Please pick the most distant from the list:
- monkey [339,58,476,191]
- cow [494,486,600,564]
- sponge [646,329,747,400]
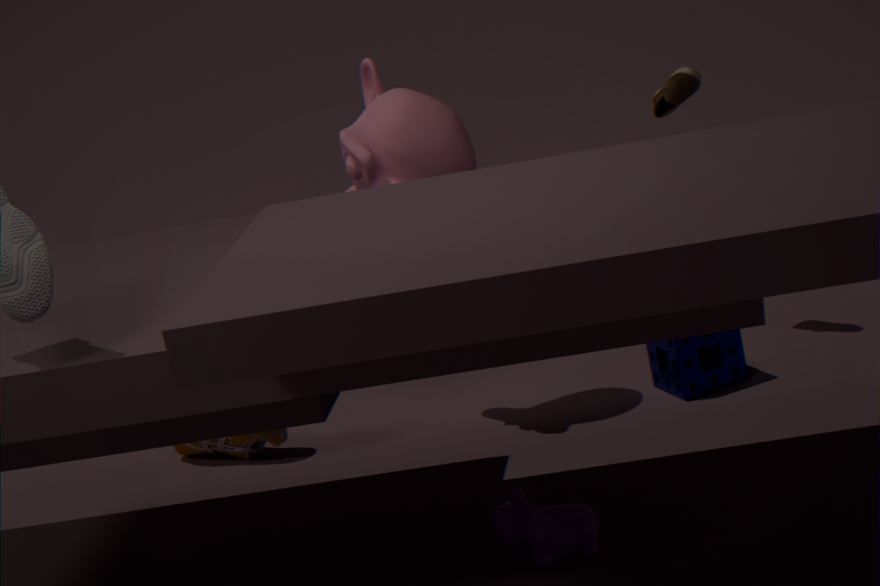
sponge [646,329,747,400]
